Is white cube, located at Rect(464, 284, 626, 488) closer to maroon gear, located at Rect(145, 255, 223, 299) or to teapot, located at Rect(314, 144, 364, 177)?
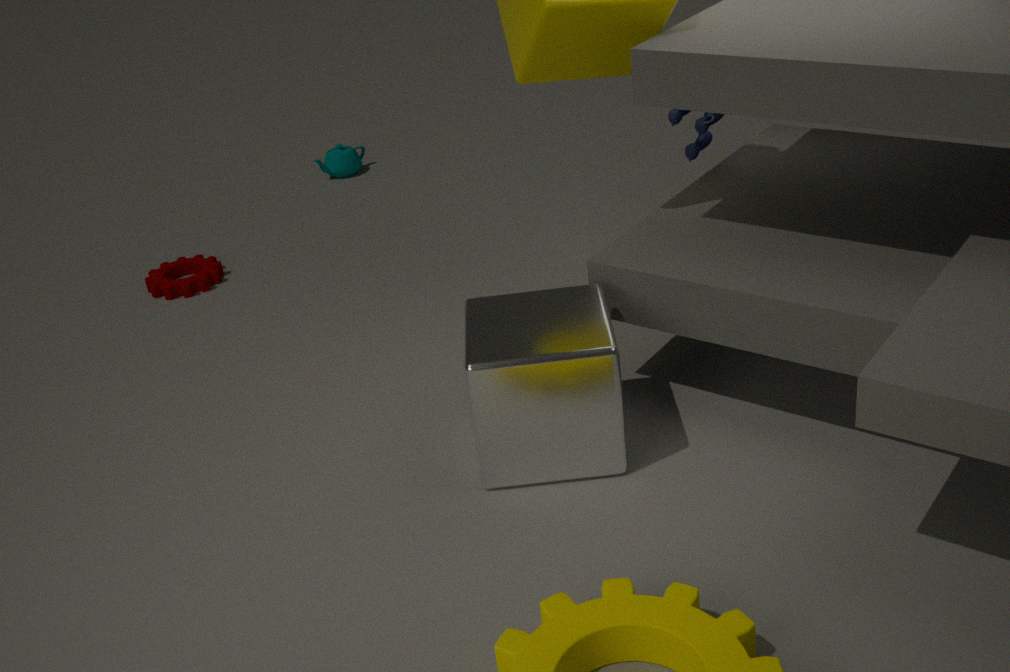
maroon gear, located at Rect(145, 255, 223, 299)
